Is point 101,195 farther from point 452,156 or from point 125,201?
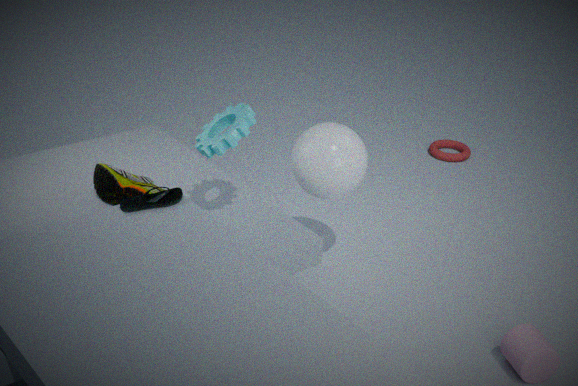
point 452,156
